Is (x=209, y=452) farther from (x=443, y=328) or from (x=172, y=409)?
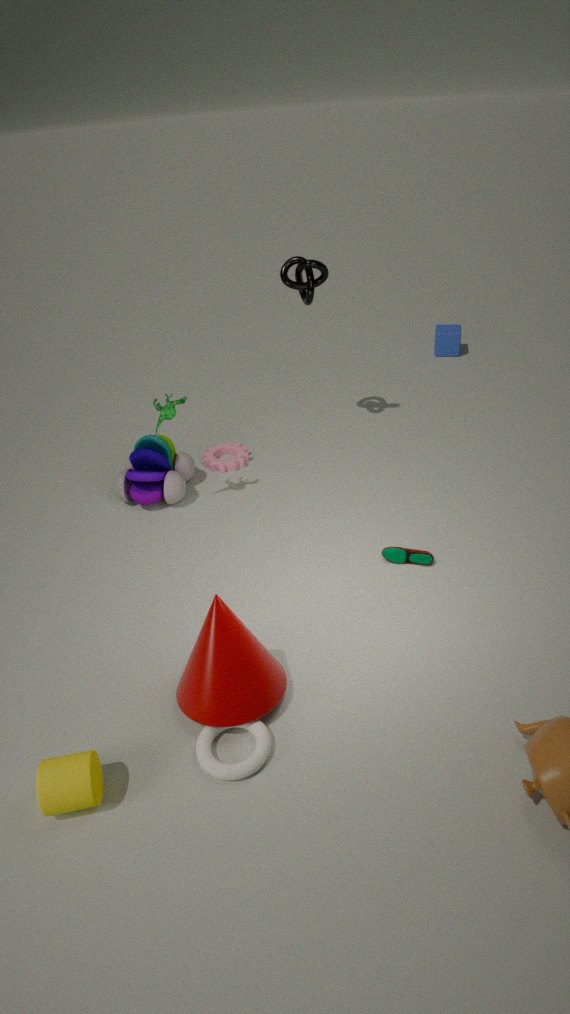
(x=443, y=328)
